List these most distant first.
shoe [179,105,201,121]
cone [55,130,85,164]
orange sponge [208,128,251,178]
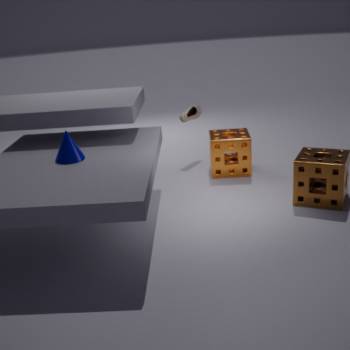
shoe [179,105,201,121]
orange sponge [208,128,251,178]
cone [55,130,85,164]
